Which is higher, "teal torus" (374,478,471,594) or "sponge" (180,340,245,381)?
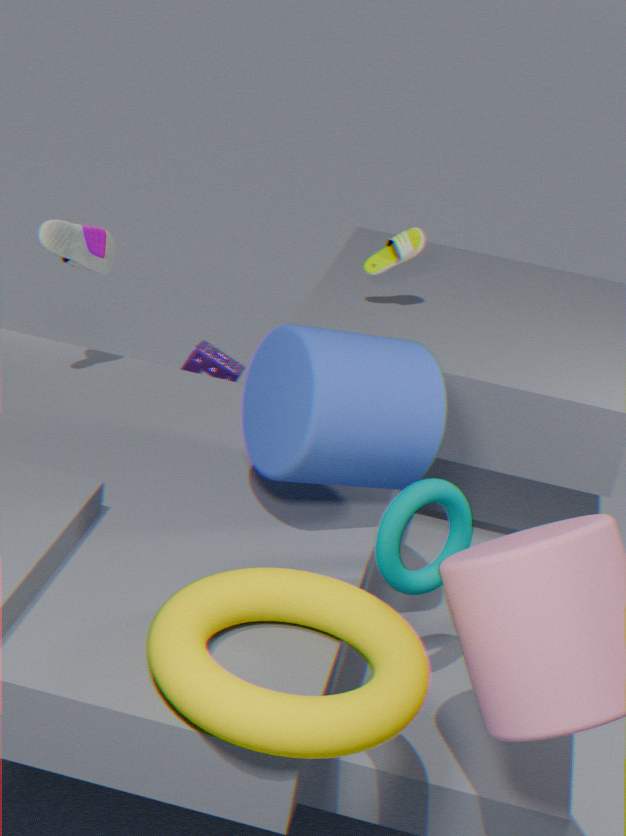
"teal torus" (374,478,471,594)
